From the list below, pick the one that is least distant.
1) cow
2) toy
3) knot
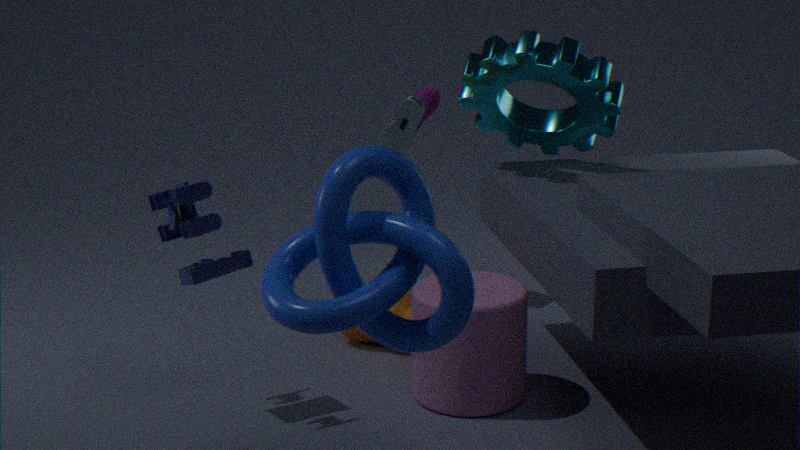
3. knot
